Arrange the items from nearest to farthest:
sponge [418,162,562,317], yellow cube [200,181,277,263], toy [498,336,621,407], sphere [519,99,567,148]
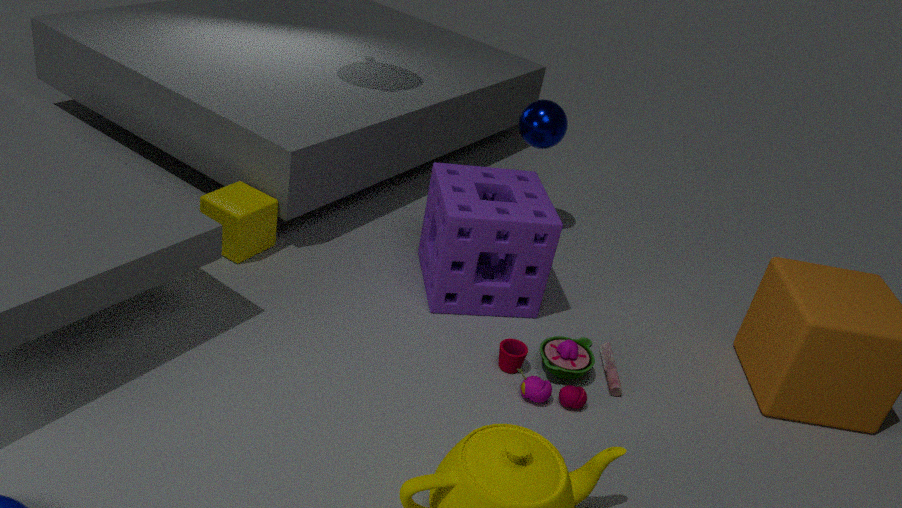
toy [498,336,621,407] → sponge [418,162,562,317] → yellow cube [200,181,277,263] → sphere [519,99,567,148]
